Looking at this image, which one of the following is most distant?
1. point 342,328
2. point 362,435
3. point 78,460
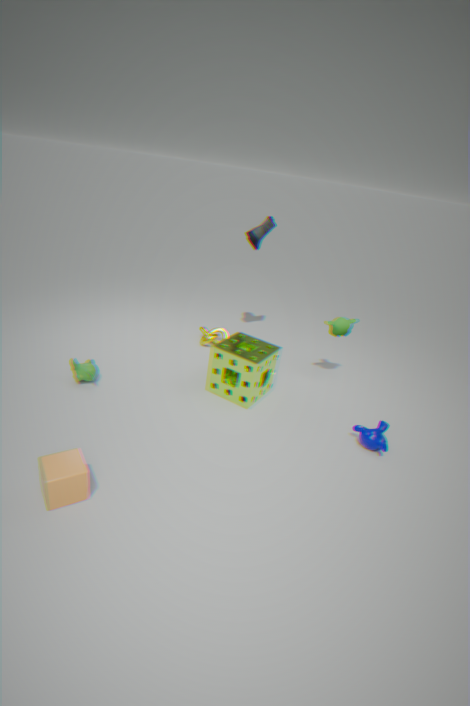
point 342,328
